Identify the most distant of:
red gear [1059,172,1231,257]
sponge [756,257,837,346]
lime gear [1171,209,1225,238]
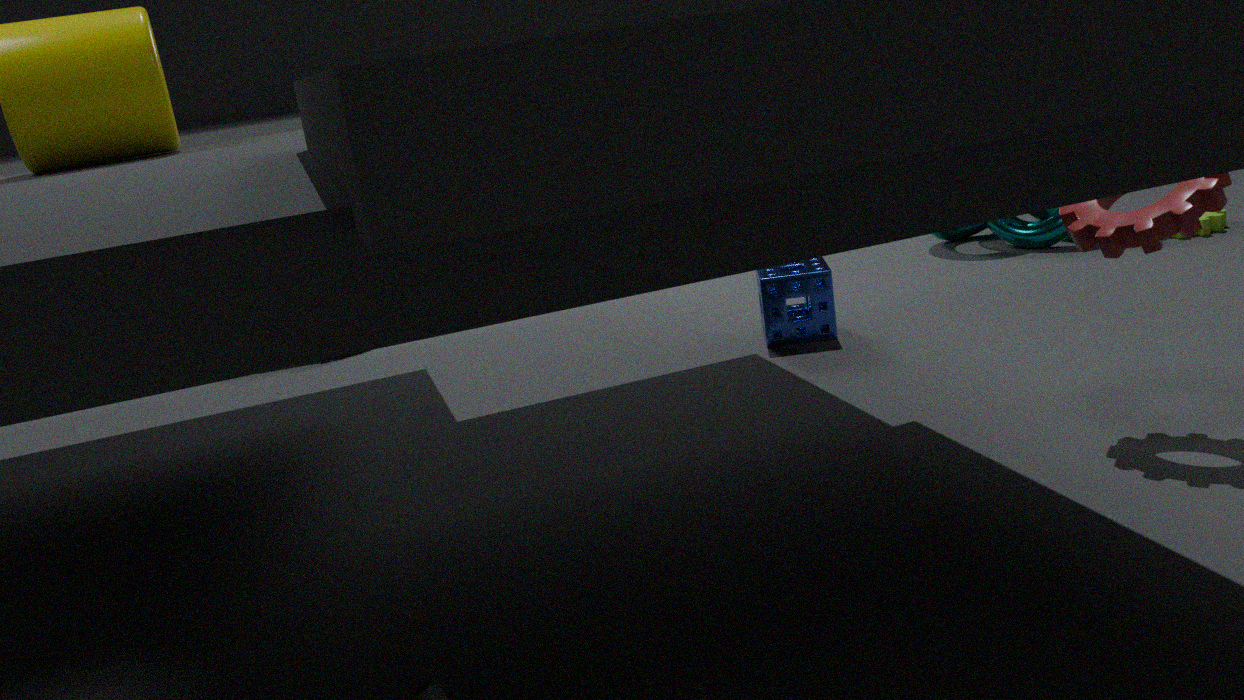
lime gear [1171,209,1225,238]
